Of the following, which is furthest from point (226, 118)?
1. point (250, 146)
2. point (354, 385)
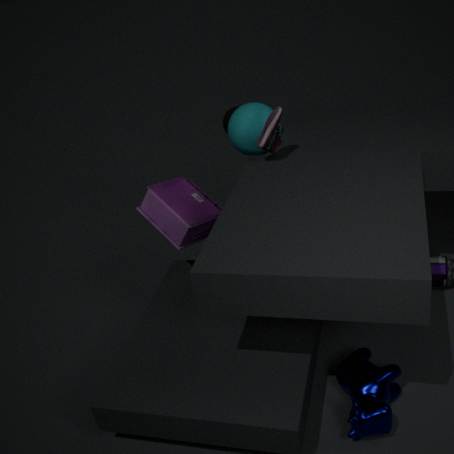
point (354, 385)
